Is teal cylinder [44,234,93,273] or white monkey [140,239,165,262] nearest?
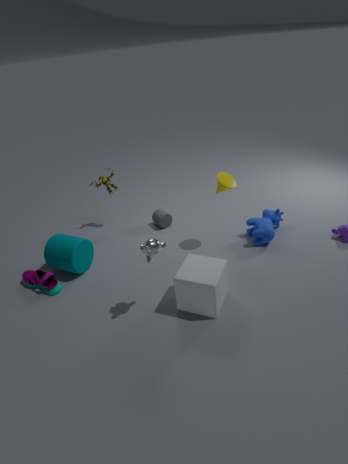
white monkey [140,239,165,262]
